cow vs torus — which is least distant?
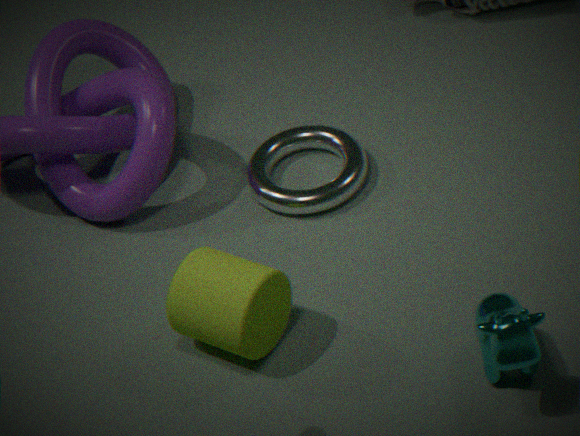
cow
